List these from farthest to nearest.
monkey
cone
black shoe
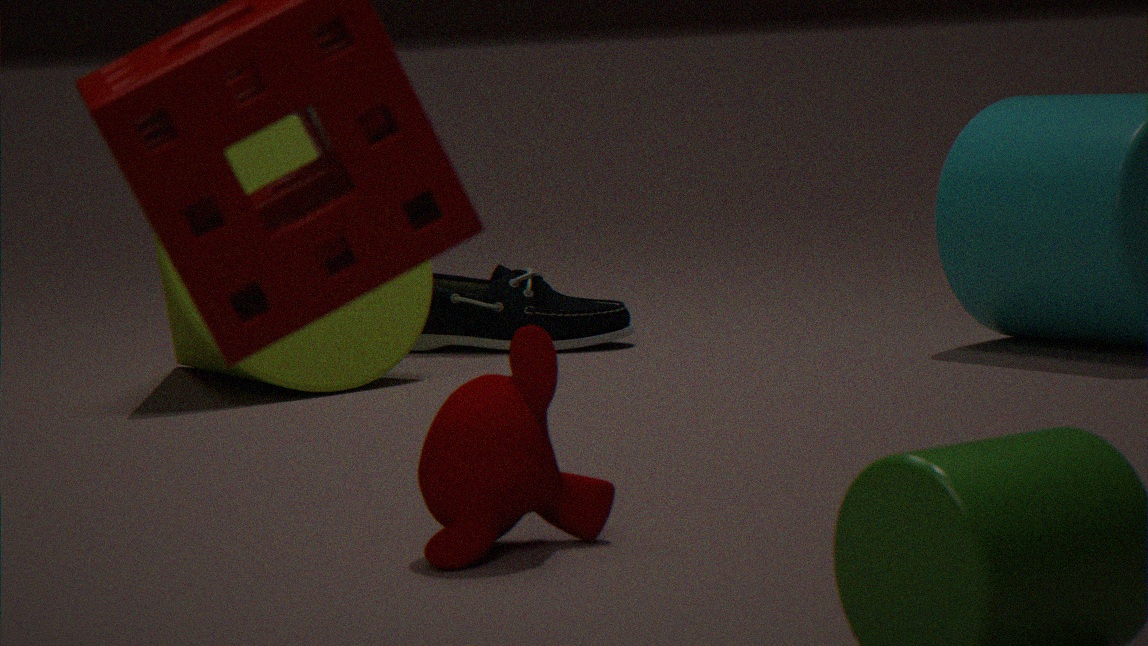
1. black shoe
2. cone
3. monkey
